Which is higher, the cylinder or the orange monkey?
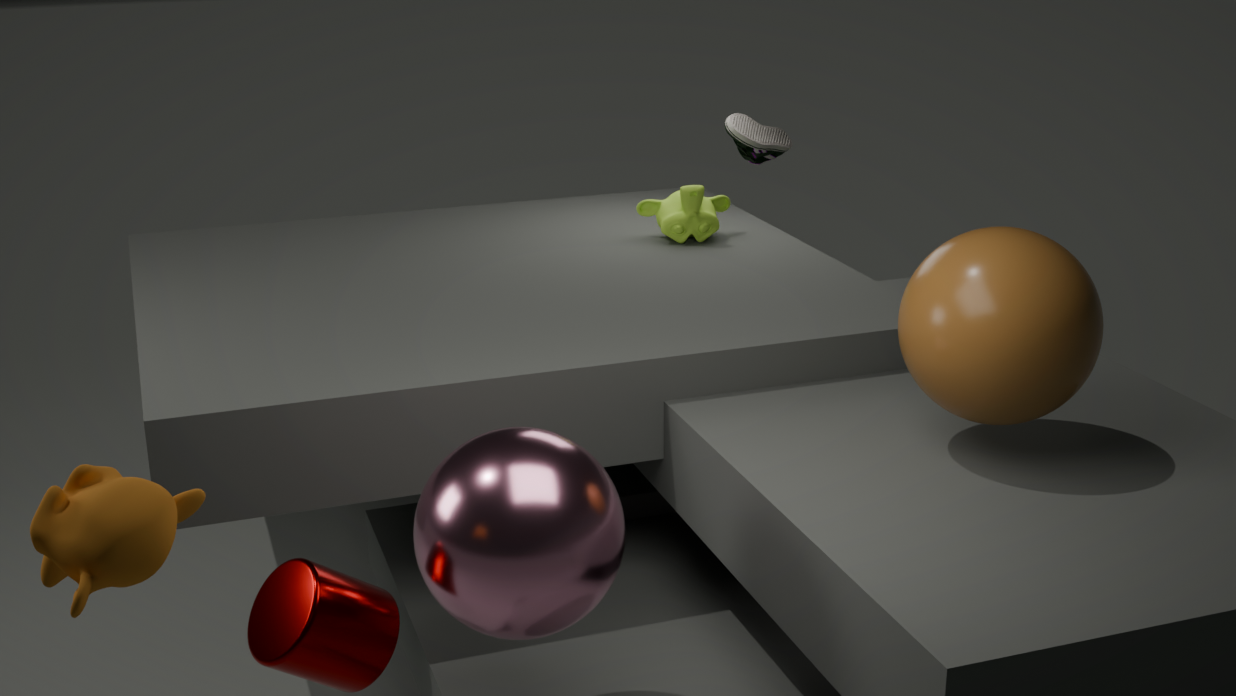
the orange monkey
